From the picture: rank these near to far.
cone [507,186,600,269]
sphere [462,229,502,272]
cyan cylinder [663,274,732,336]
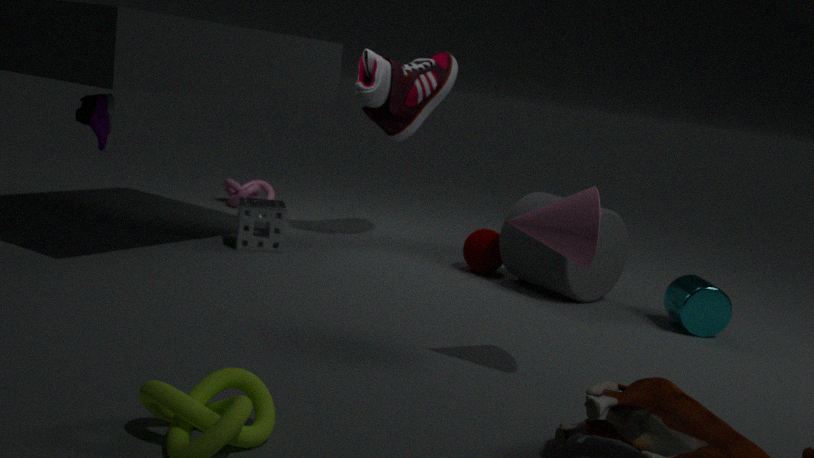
cone [507,186,600,269] < cyan cylinder [663,274,732,336] < sphere [462,229,502,272]
